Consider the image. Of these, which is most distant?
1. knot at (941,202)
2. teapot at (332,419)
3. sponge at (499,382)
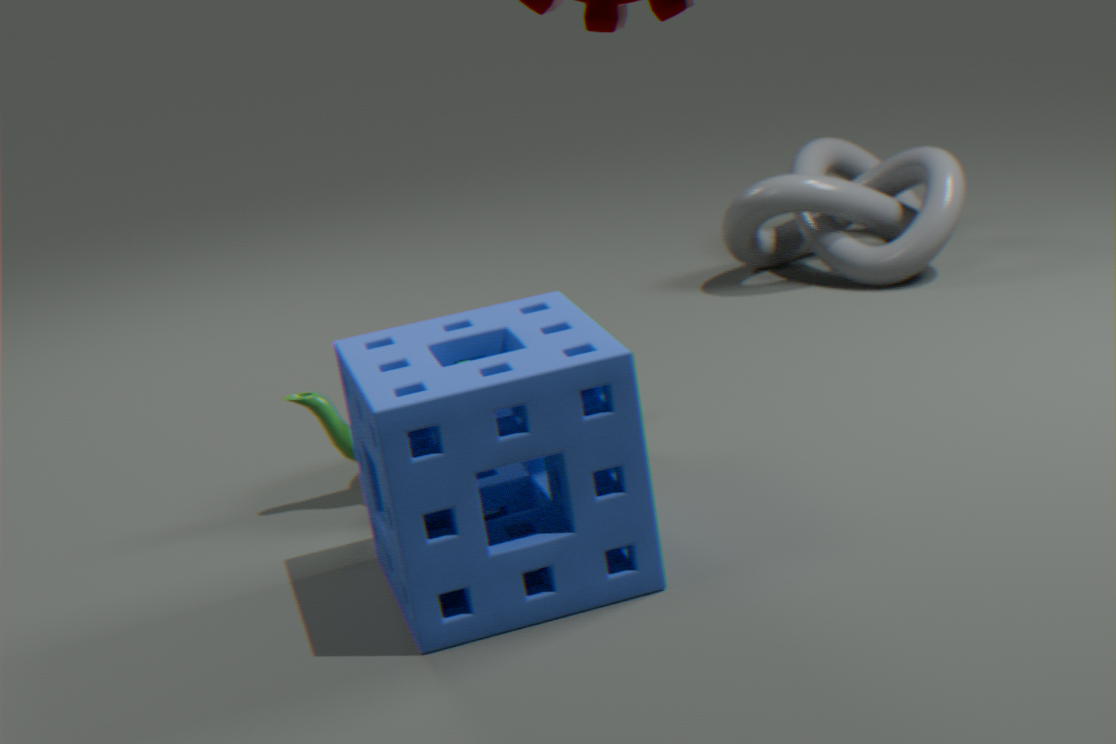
knot at (941,202)
